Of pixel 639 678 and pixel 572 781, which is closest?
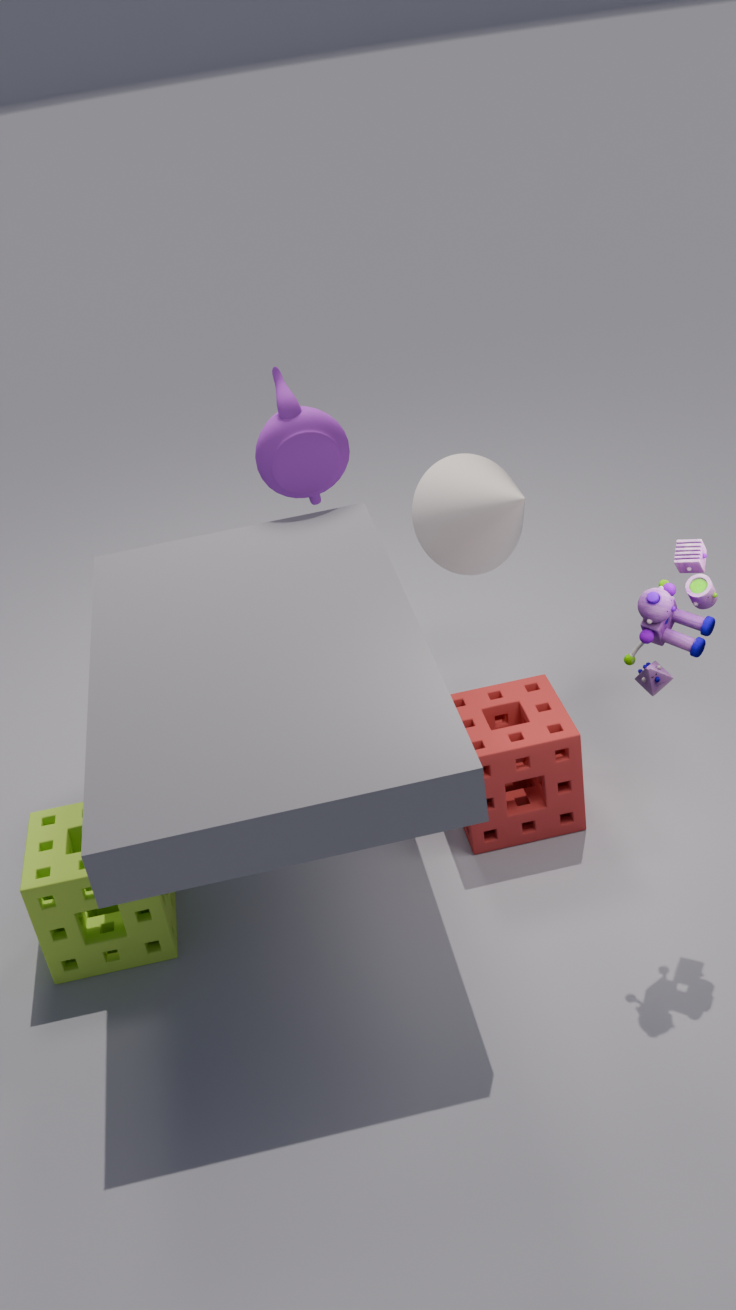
pixel 639 678
